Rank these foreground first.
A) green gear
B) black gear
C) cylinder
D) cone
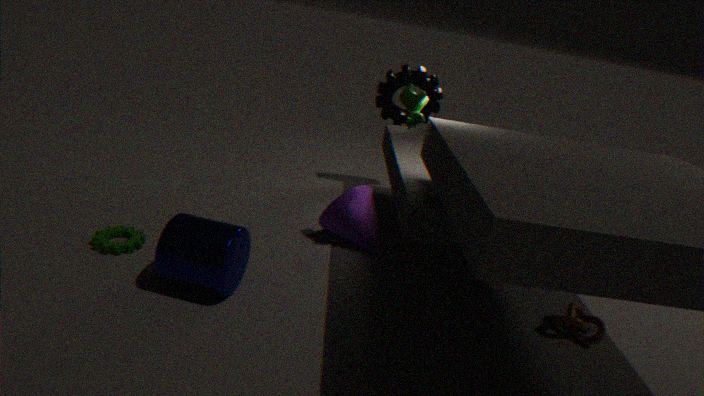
cylinder
green gear
cone
black gear
